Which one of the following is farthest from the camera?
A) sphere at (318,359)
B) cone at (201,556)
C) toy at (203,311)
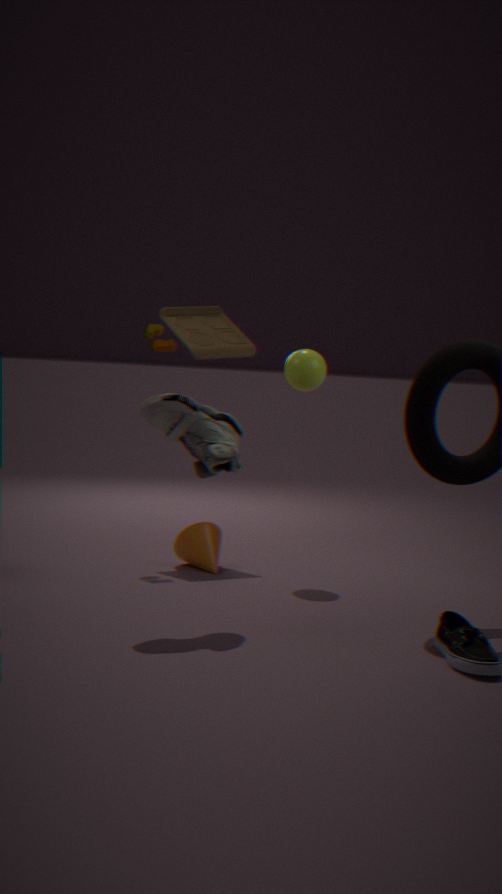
toy at (203,311)
